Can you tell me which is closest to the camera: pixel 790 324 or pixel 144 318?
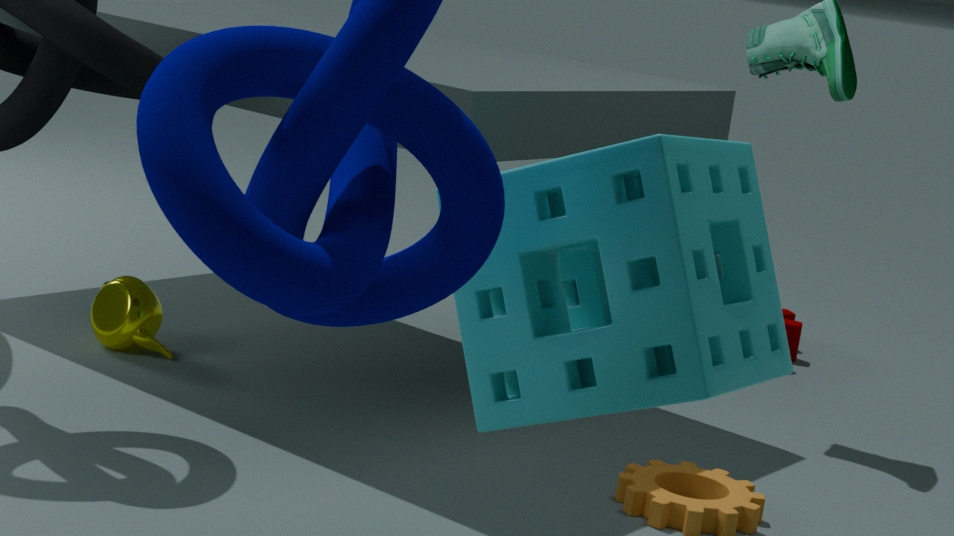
pixel 144 318
